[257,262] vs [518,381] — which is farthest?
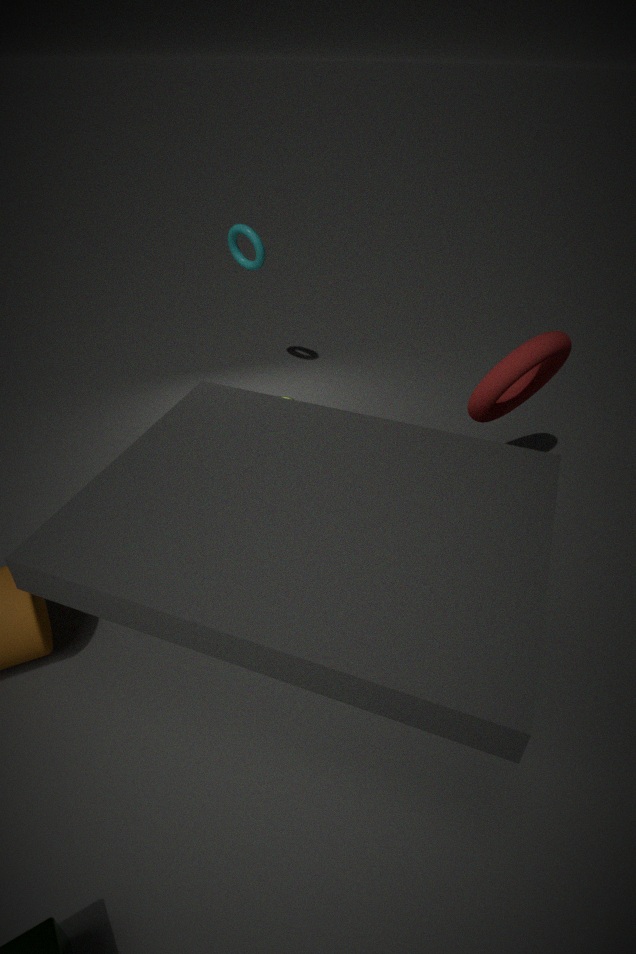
[257,262]
